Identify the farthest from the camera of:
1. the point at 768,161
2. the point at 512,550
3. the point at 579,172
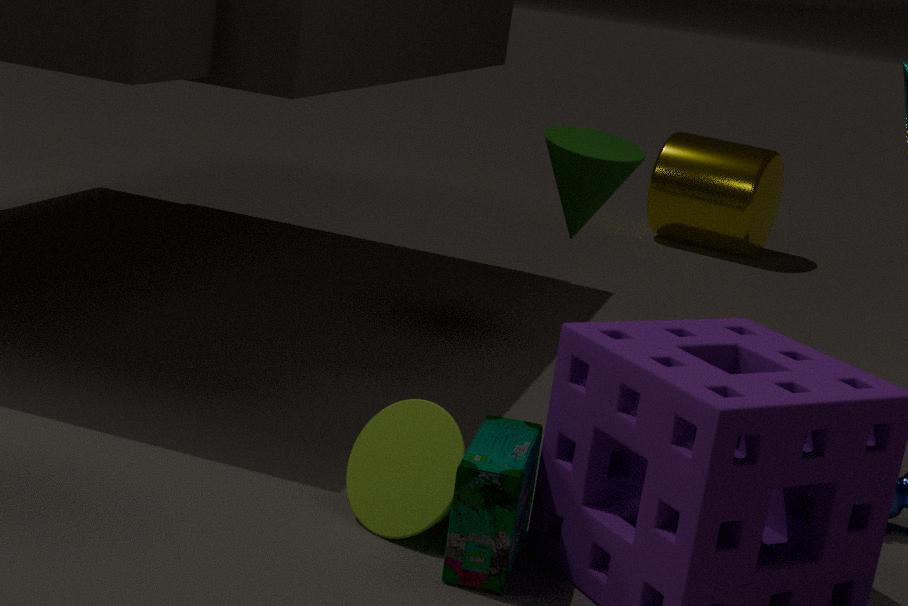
the point at 768,161
